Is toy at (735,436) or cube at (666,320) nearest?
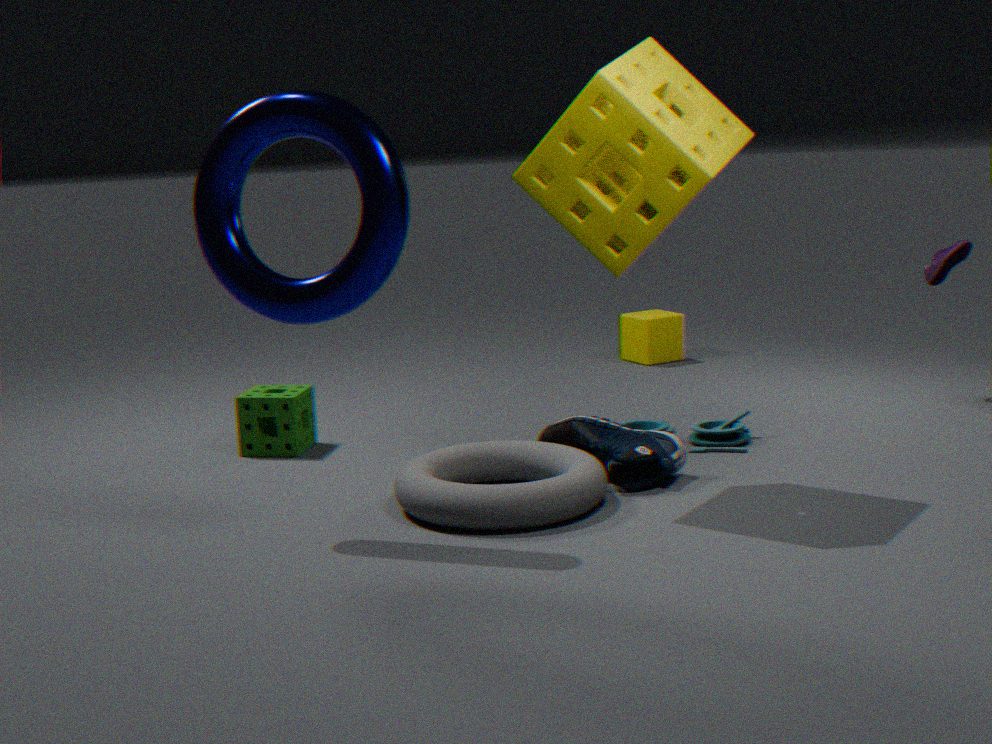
toy at (735,436)
